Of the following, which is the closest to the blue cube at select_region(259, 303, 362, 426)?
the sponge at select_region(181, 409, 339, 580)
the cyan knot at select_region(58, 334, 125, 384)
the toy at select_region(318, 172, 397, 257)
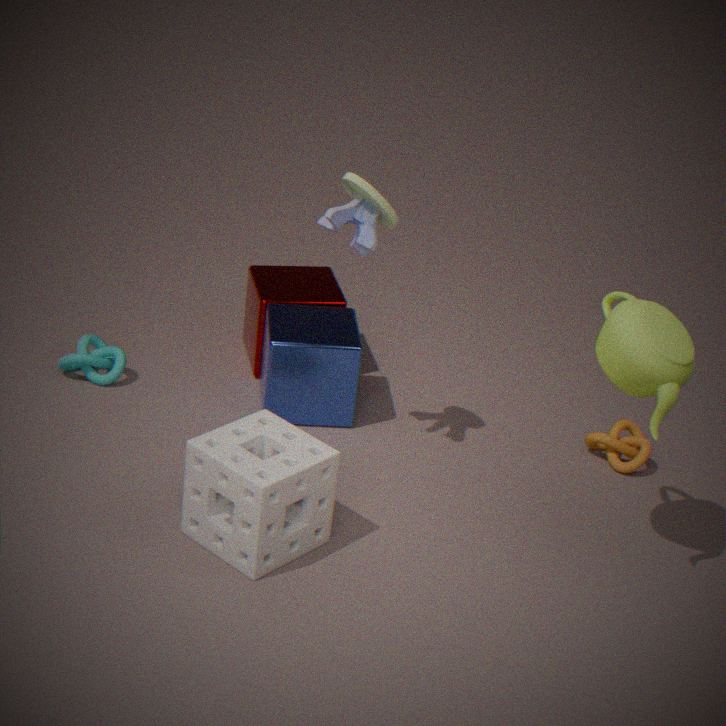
the toy at select_region(318, 172, 397, 257)
